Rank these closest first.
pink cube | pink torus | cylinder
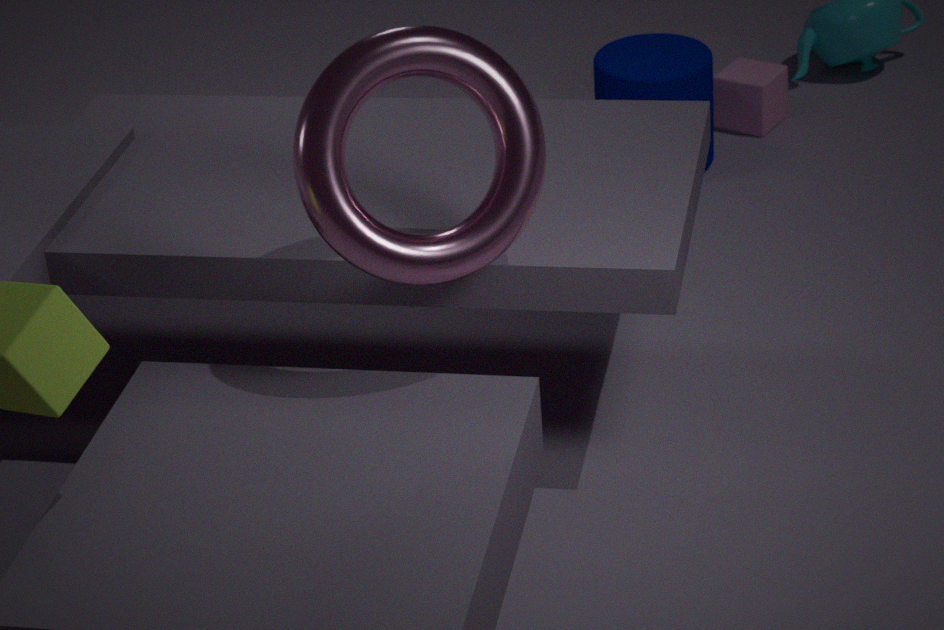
pink torus
cylinder
pink cube
